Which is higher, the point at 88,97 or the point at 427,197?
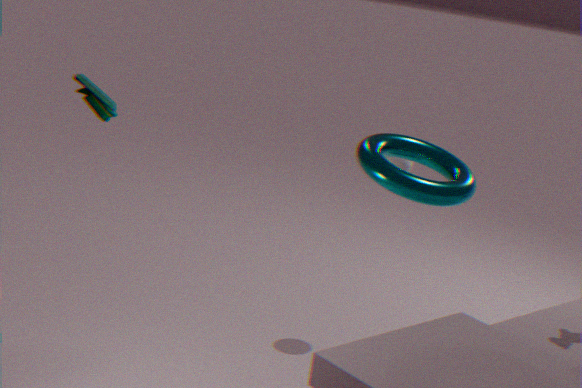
the point at 88,97
